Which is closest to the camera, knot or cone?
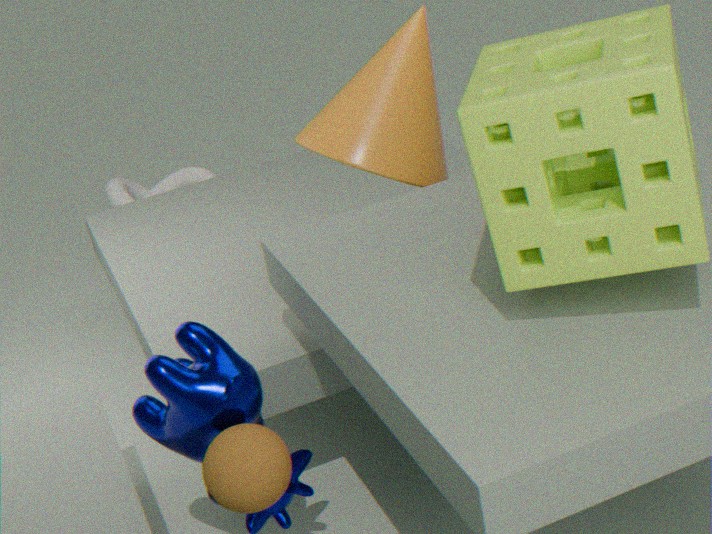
cone
